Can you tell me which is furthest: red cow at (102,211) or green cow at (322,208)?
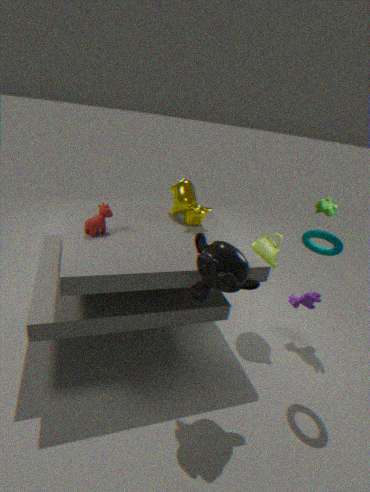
green cow at (322,208)
